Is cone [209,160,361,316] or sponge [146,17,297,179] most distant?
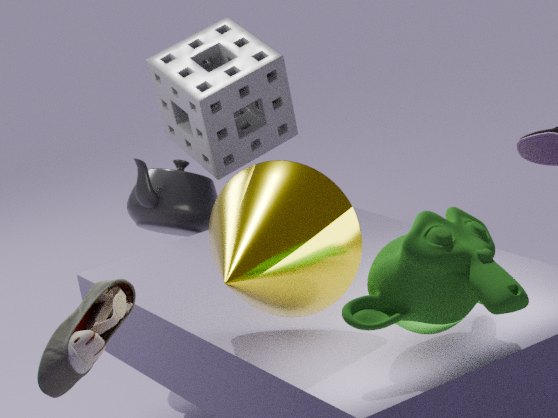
sponge [146,17,297,179]
